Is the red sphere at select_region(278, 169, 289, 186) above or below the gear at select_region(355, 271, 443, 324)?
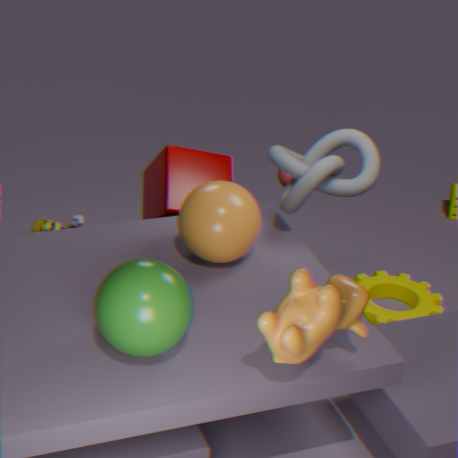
above
